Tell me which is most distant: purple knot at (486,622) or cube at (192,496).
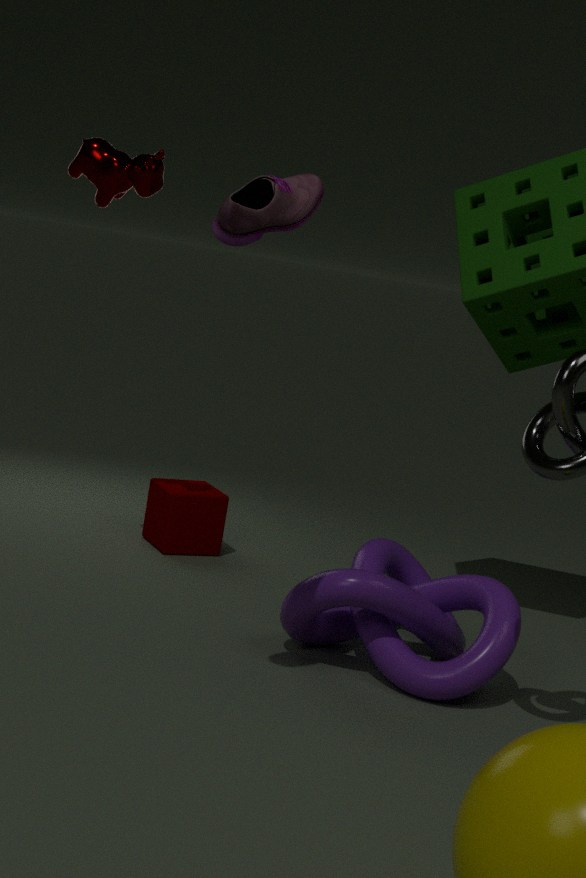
cube at (192,496)
